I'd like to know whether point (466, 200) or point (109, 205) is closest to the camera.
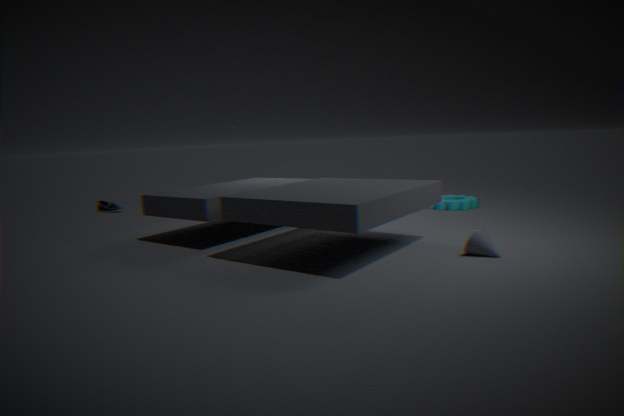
point (466, 200)
